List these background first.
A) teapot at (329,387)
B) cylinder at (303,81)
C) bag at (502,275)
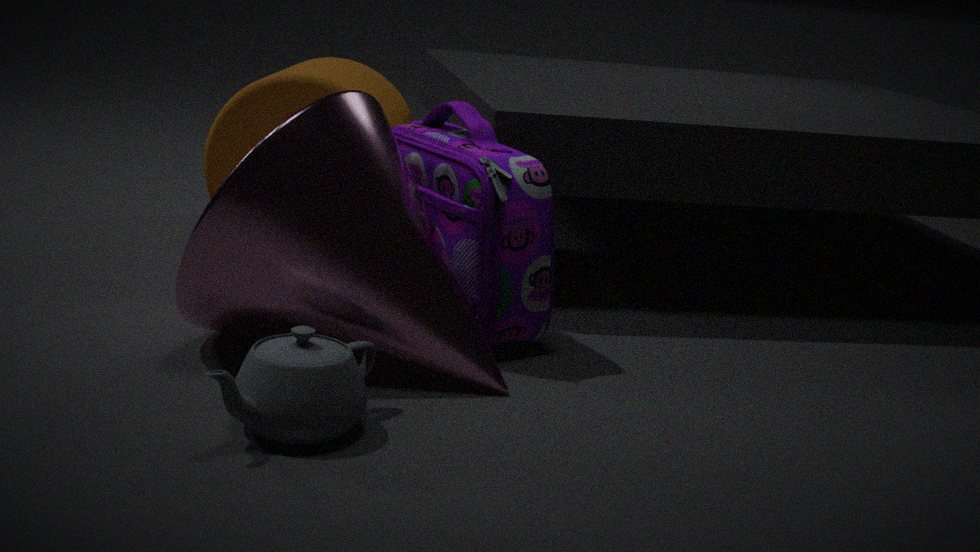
B. cylinder at (303,81) → C. bag at (502,275) → A. teapot at (329,387)
